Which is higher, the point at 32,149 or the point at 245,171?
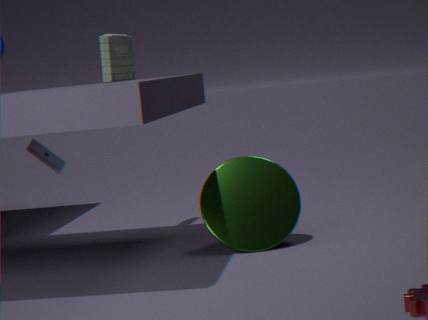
the point at 32,149
